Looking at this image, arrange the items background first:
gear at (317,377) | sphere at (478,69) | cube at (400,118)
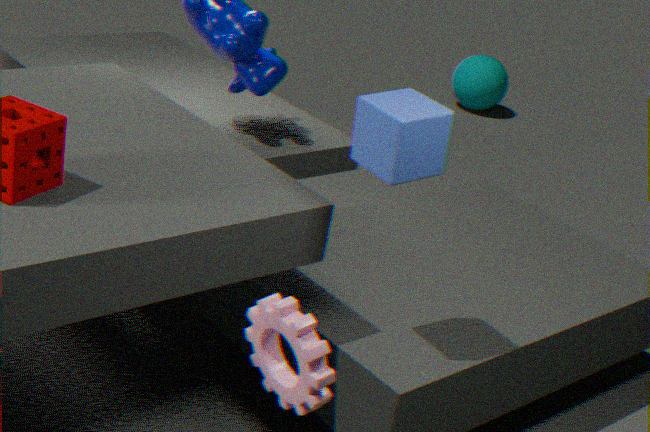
1. sphere at (478,69)
2. cube at (400,118)
3. gear at (317,377)
